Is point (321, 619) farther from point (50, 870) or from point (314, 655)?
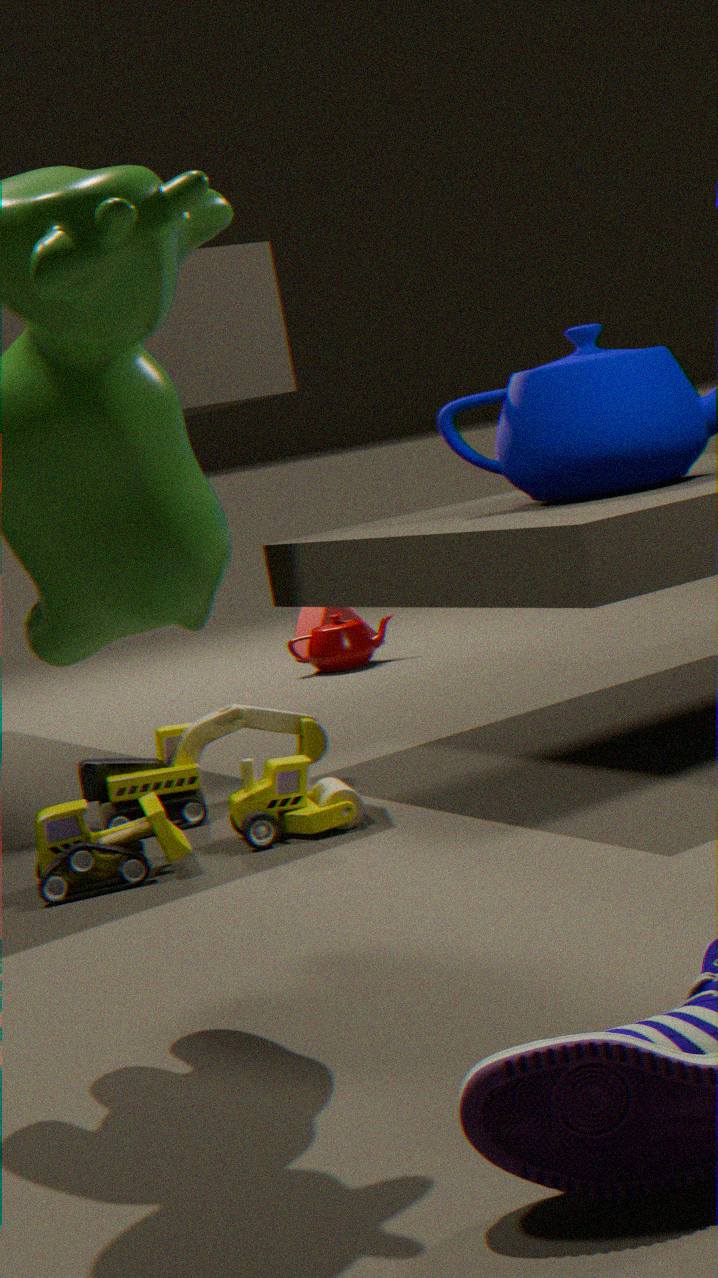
point (50, 870)
